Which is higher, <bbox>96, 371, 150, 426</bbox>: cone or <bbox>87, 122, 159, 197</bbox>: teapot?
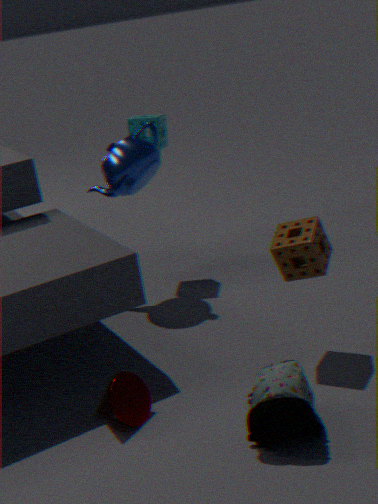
<bbox>87, 122, 159, 197</bbox>: teapot
